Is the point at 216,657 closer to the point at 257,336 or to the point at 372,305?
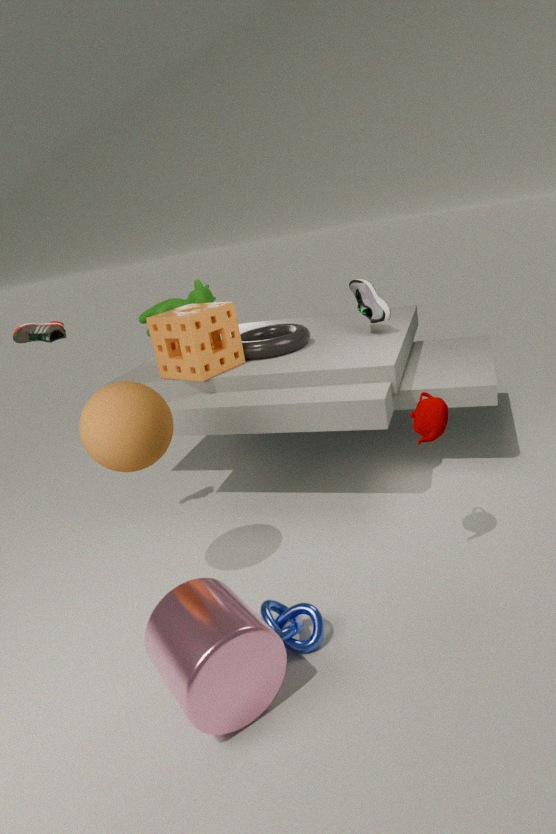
the point at 257,336
